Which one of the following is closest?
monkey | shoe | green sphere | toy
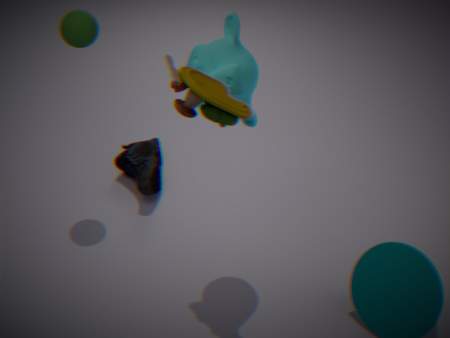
toy
